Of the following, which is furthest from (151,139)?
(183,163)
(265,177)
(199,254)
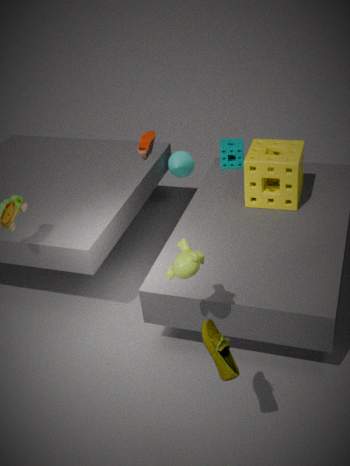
(199,254)
